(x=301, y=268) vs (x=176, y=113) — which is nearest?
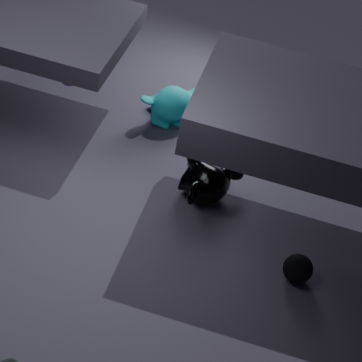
(x=301, y=268)
